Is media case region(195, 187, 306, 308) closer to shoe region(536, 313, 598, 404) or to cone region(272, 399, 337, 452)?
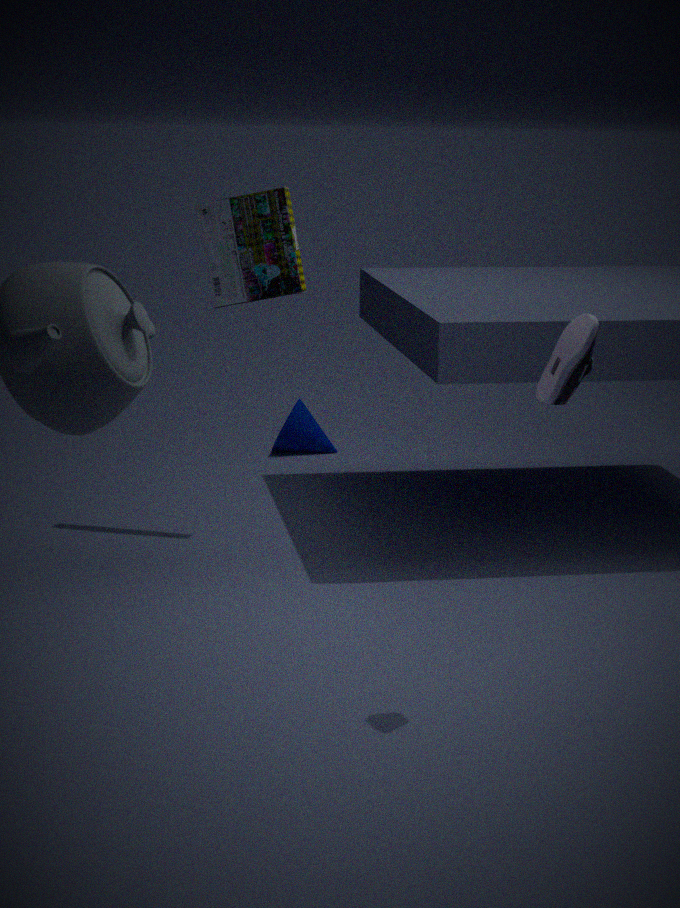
cone region(272, 399, 337, 452)
